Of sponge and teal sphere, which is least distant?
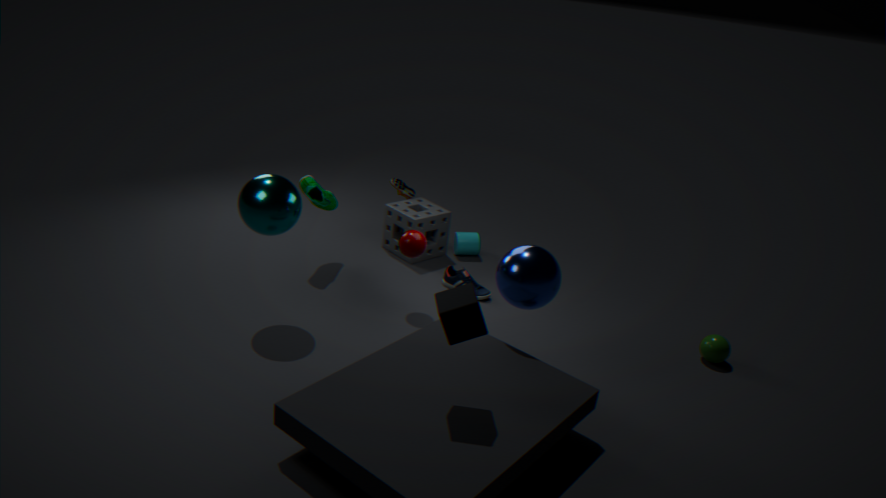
teal sphere
